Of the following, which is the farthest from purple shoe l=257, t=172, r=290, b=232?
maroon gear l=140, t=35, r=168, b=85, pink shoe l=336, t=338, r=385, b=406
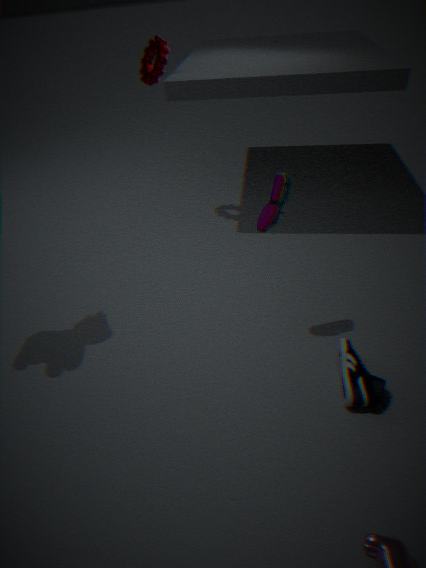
maroon gear l=140, t=35, r=168, b=85
